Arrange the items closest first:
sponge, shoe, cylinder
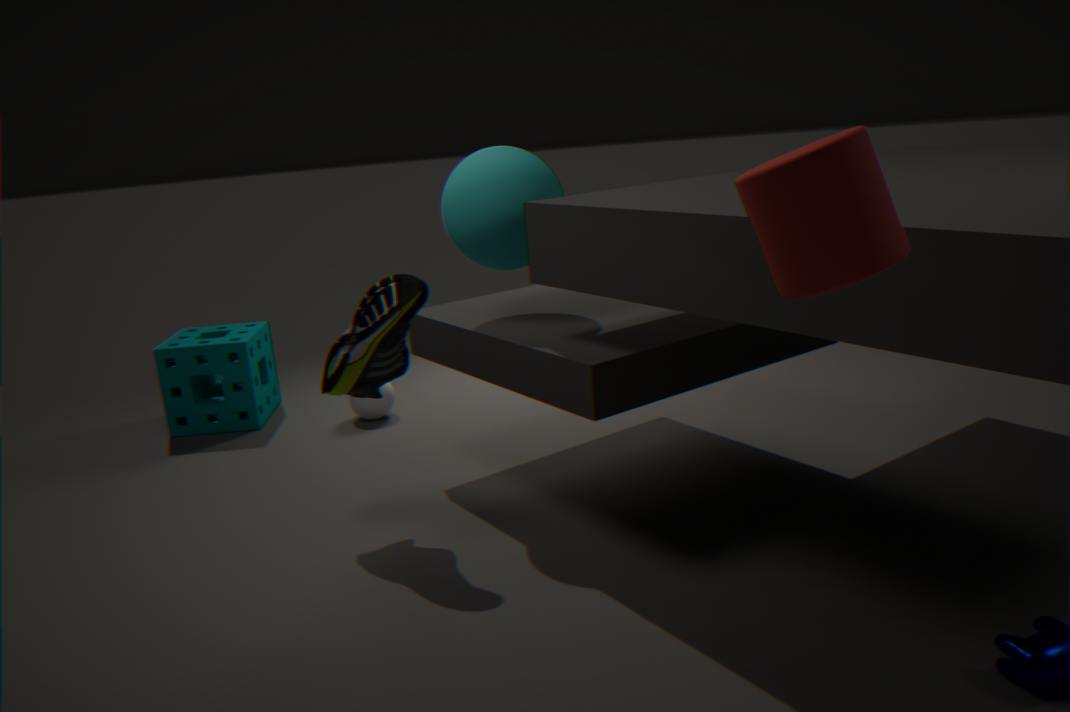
cylinder → shoe → sponge
